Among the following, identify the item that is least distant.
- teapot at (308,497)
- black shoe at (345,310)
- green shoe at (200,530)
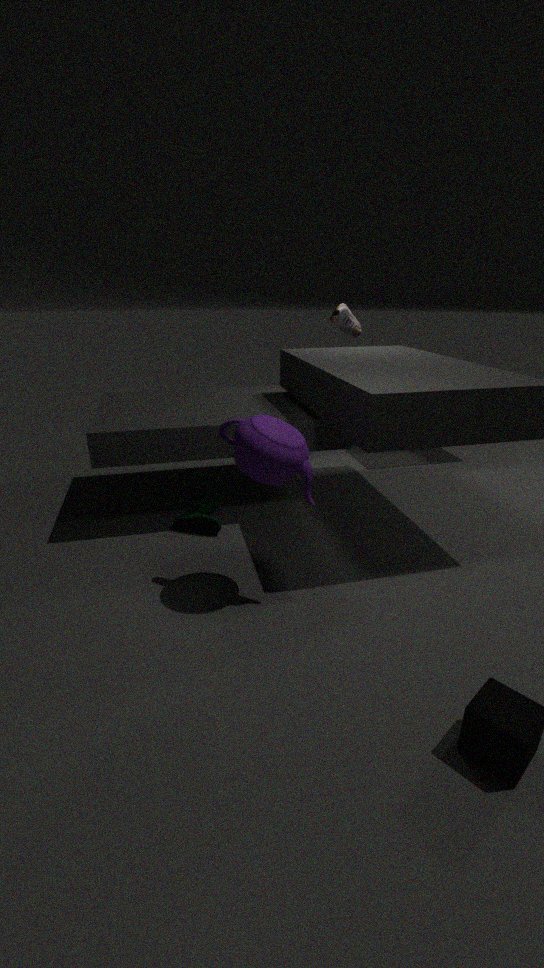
teapot at (308,497)
